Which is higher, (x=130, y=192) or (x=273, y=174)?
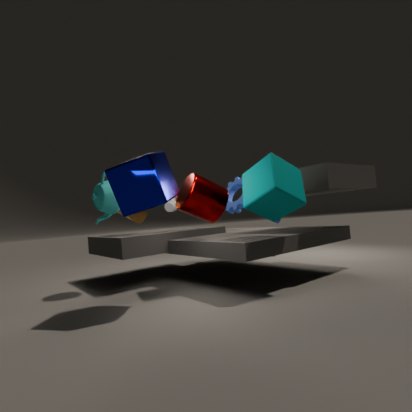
(x=130, y=192)
